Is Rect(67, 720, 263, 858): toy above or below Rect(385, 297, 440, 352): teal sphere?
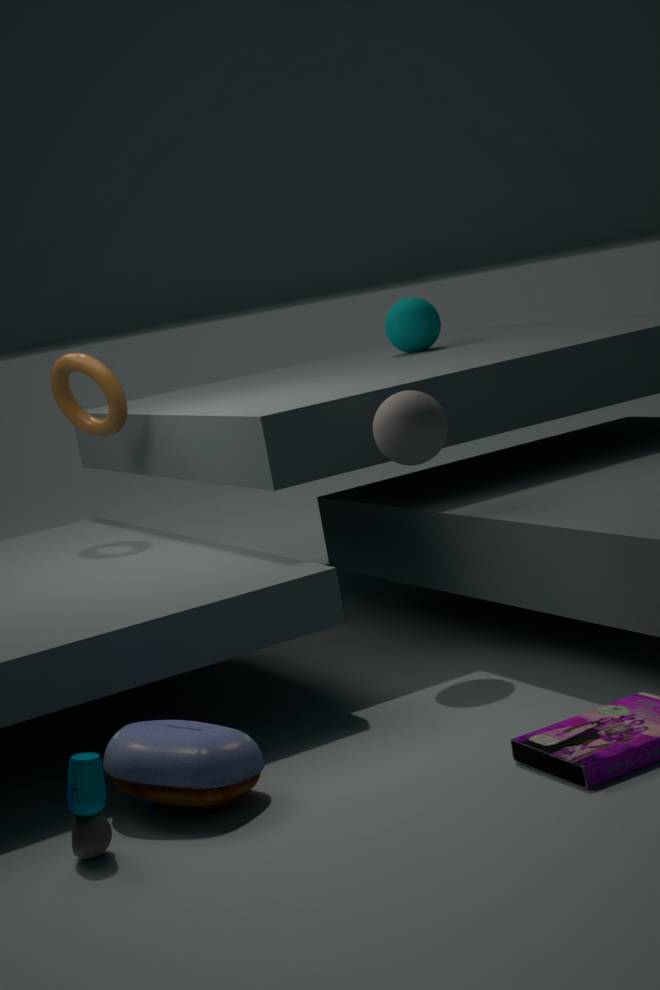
below
